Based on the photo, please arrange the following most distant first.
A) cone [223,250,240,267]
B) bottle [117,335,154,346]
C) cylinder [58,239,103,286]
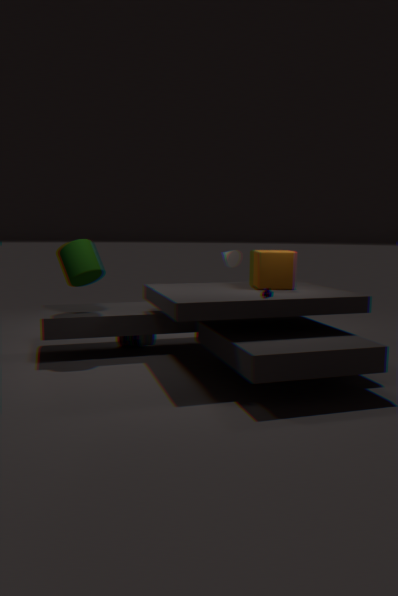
cone [223,250,240,267] → bottle [117,335,154,346] → cylinder [58,239,103,286]
